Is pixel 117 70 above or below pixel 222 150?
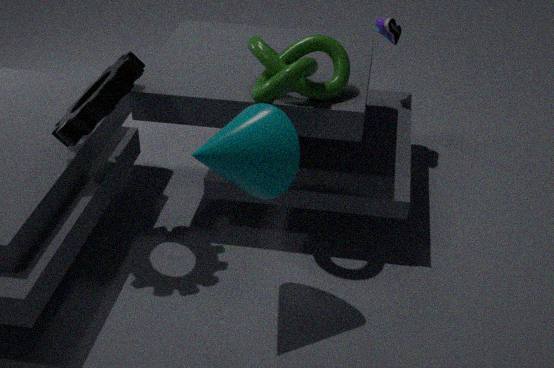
above
